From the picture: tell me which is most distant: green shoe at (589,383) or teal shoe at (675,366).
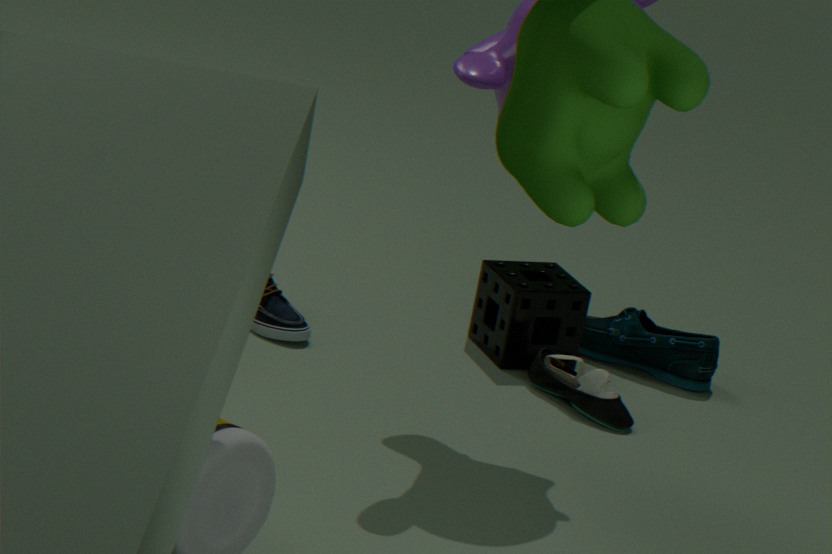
teal shoe at (675,366)
